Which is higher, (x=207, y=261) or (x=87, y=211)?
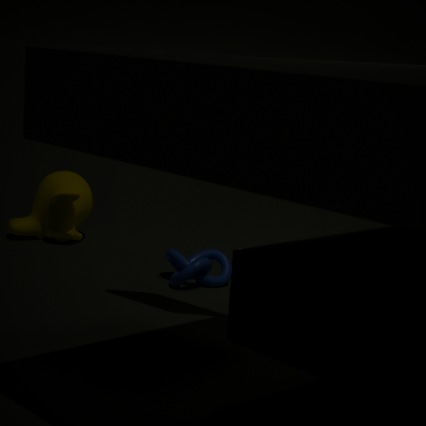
(x=87, y=211)
